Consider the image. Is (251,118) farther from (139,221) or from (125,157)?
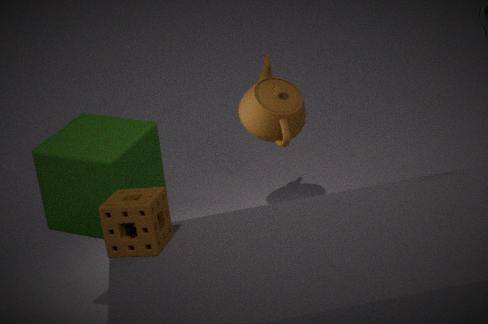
(139,221)
